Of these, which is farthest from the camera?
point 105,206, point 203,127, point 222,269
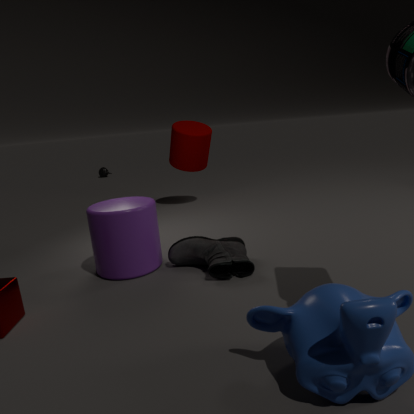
point 203,127
